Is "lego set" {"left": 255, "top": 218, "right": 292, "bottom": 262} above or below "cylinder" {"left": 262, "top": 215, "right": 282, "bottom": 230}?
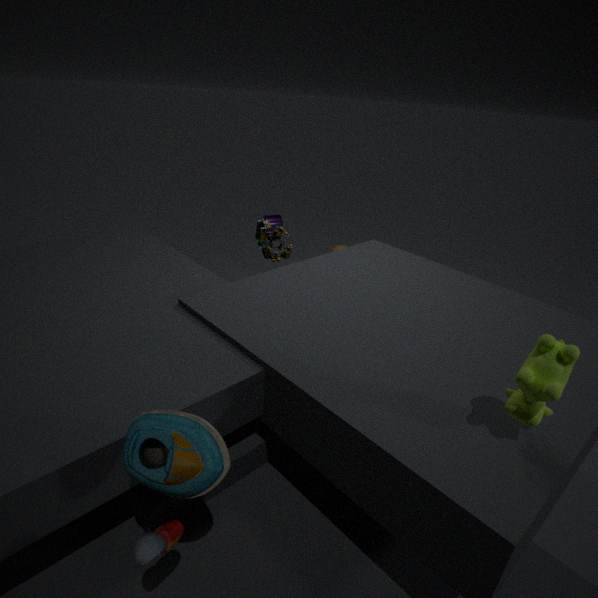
above
